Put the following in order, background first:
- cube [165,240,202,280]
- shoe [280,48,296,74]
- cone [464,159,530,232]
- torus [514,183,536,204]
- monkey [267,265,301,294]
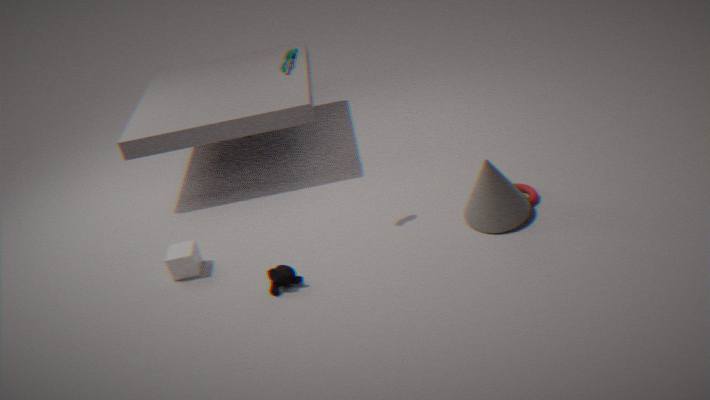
torus [514,183,536,204] < cube [165,240,202,280] < cone [464,159,530,232] < monkey [267,265,301,294] < shoe [280,48,296,74]
